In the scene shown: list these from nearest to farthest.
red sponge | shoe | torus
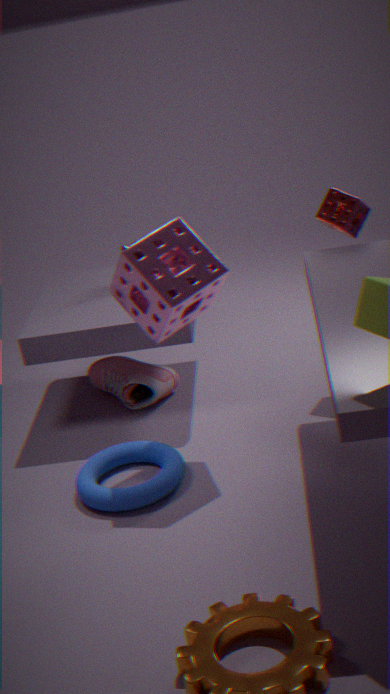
torus < red sponge < shoe
